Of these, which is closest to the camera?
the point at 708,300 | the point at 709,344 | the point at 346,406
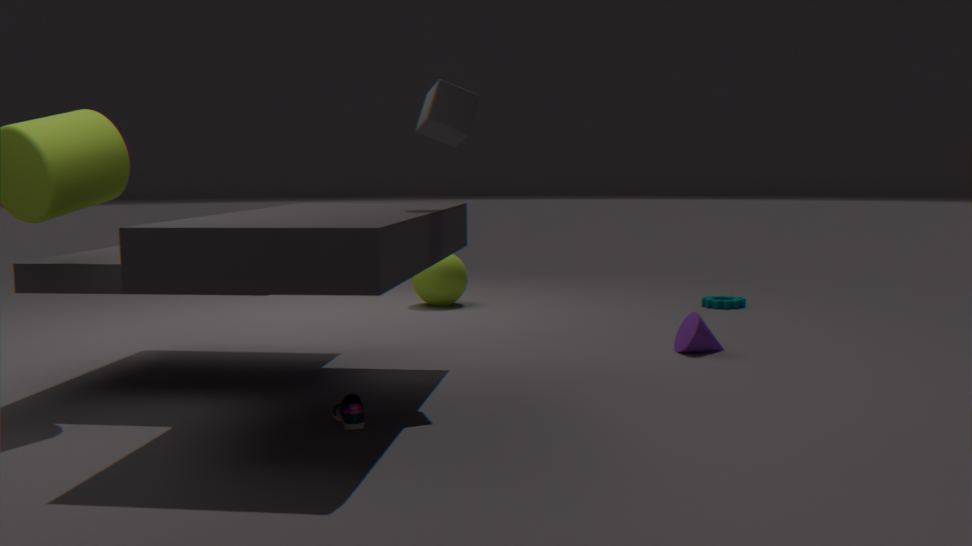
the point at 346,406
